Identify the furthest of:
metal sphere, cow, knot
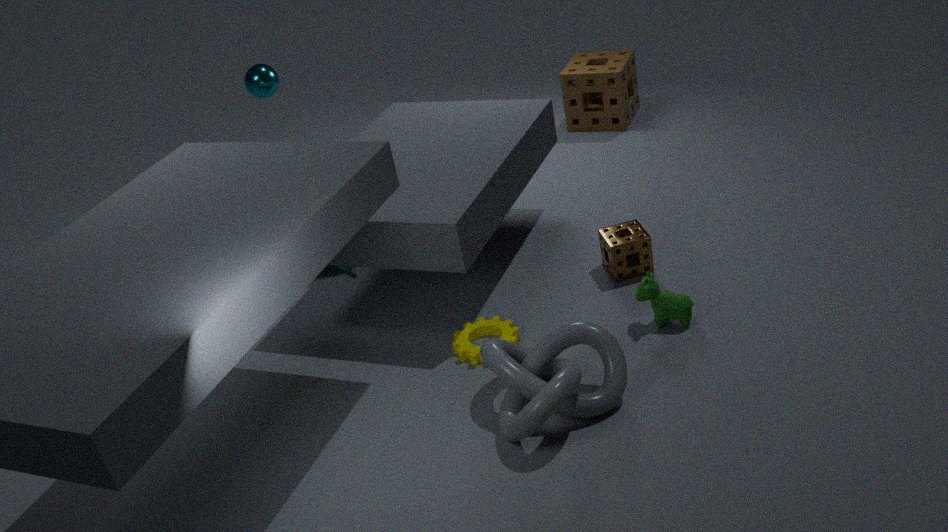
metal sphere
